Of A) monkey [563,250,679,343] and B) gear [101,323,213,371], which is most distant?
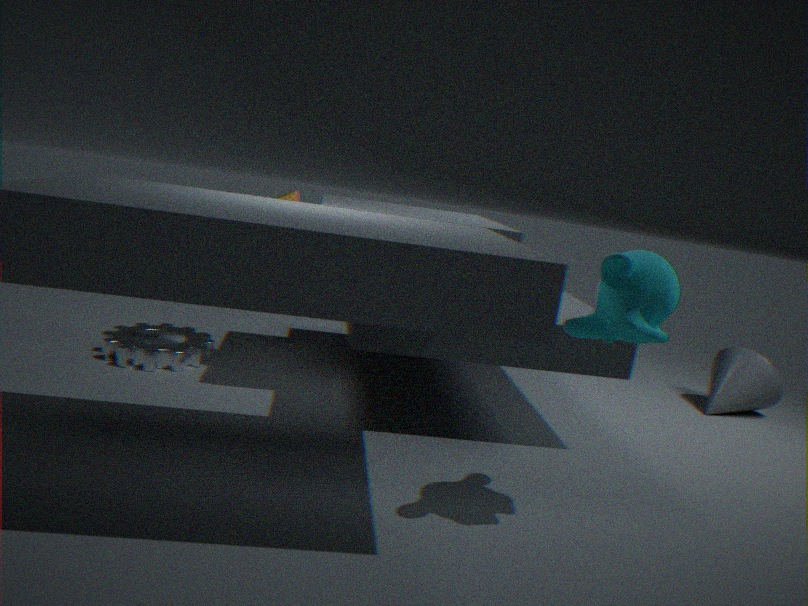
B. gear [101,323,213,371]
